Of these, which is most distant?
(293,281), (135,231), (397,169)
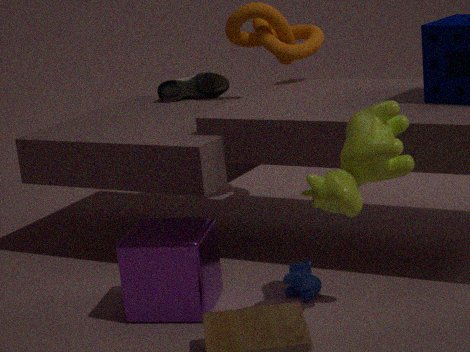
(293,281)
